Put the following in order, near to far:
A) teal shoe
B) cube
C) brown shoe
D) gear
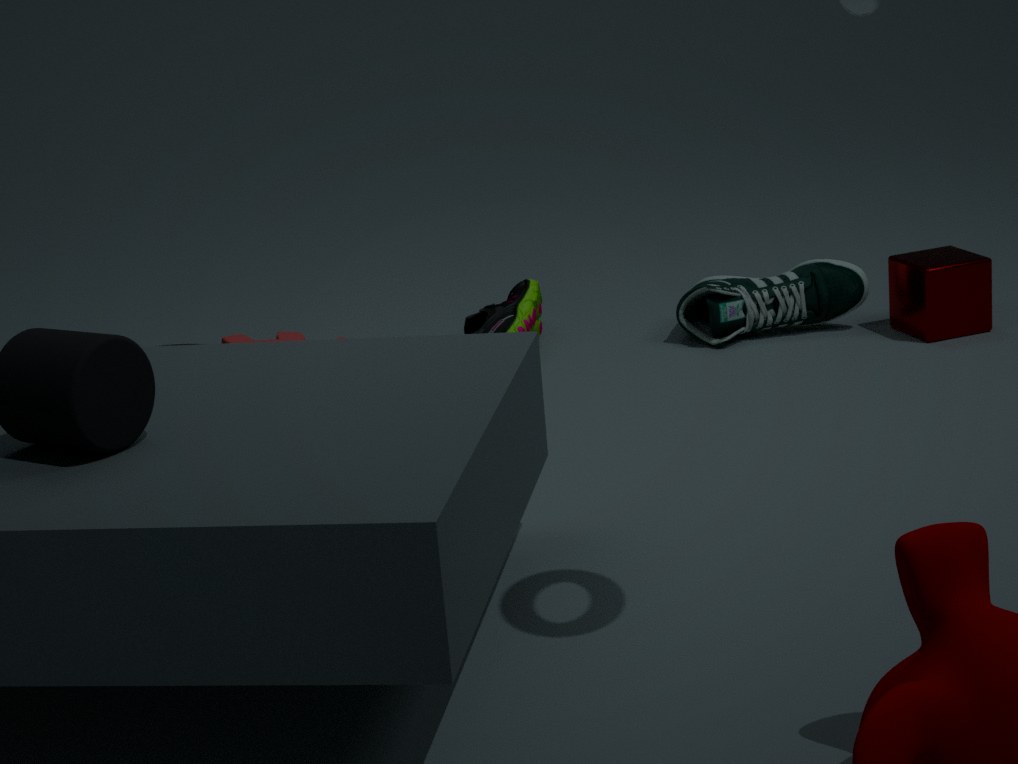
gear < cube < brown shoe < teal shoe
